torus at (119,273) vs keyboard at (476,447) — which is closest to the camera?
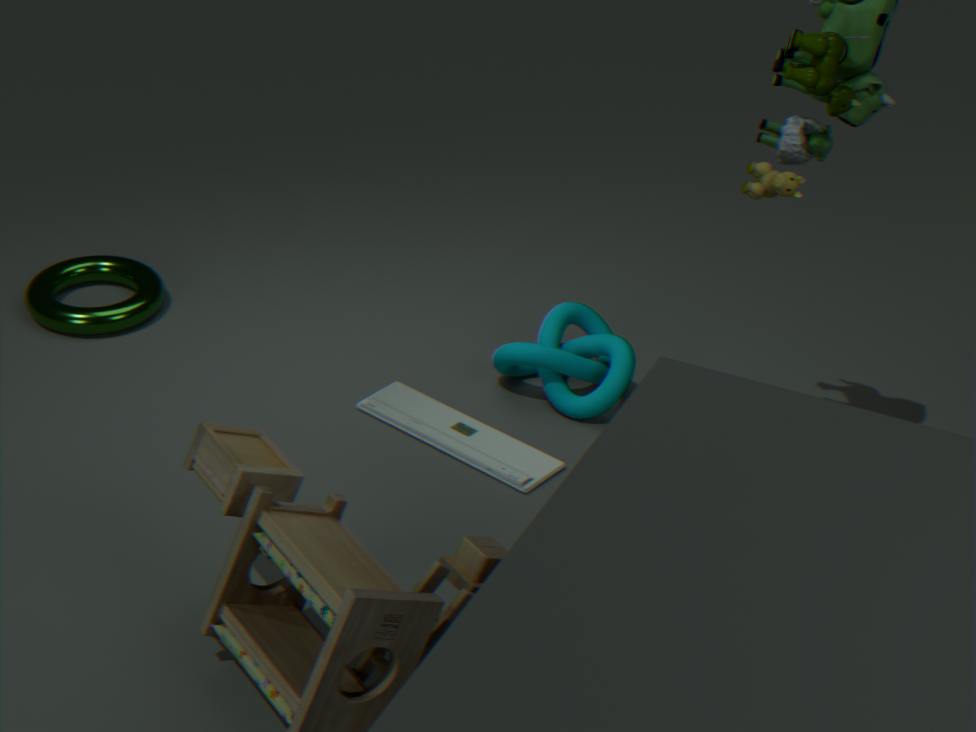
keyboard at (476,447)
